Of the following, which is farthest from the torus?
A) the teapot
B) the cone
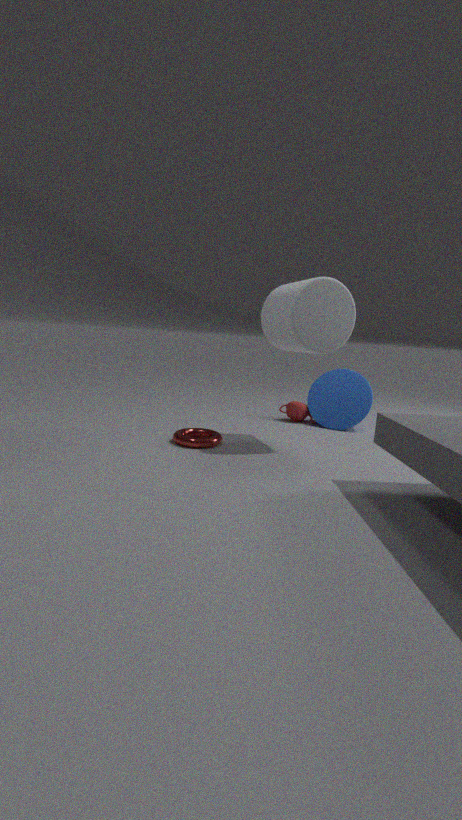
the cone
